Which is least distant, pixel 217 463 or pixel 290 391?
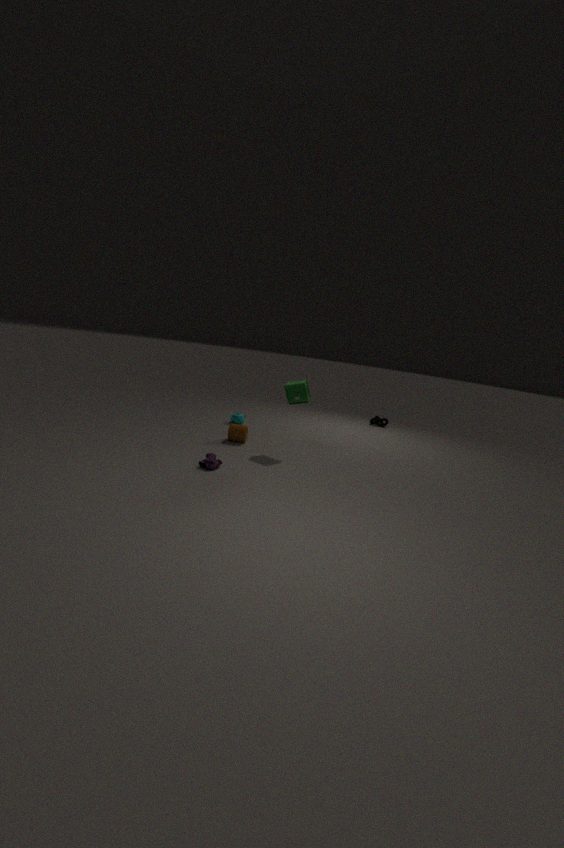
pixel 217 463
